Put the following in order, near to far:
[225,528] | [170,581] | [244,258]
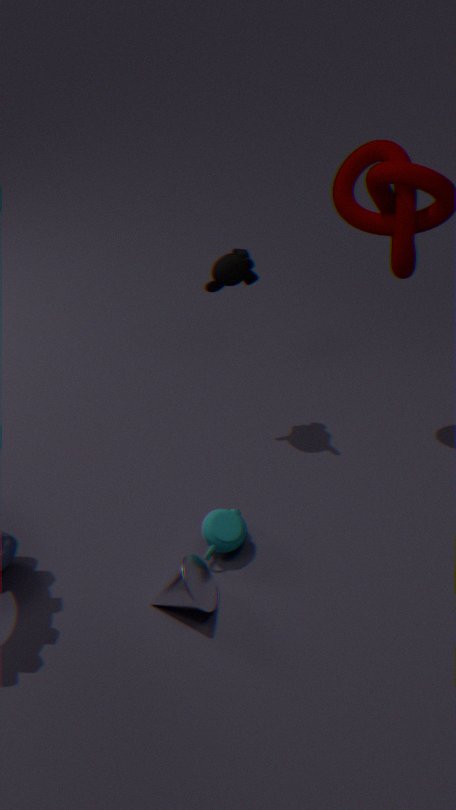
1. [170,581]
2. [225,528]
3. [244,258]
